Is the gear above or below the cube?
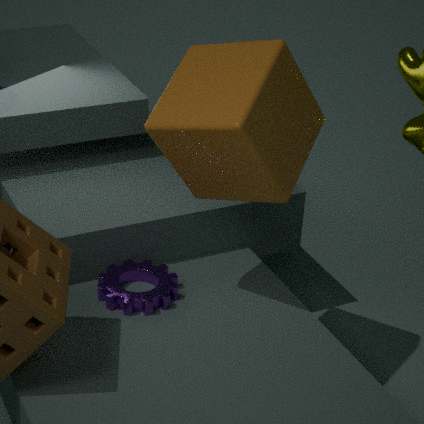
below
